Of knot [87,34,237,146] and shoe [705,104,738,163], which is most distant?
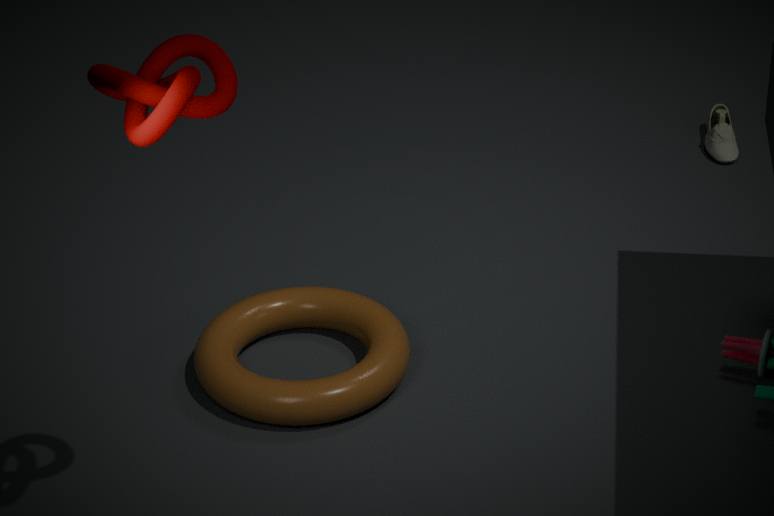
shoe [705,104,738,163]
